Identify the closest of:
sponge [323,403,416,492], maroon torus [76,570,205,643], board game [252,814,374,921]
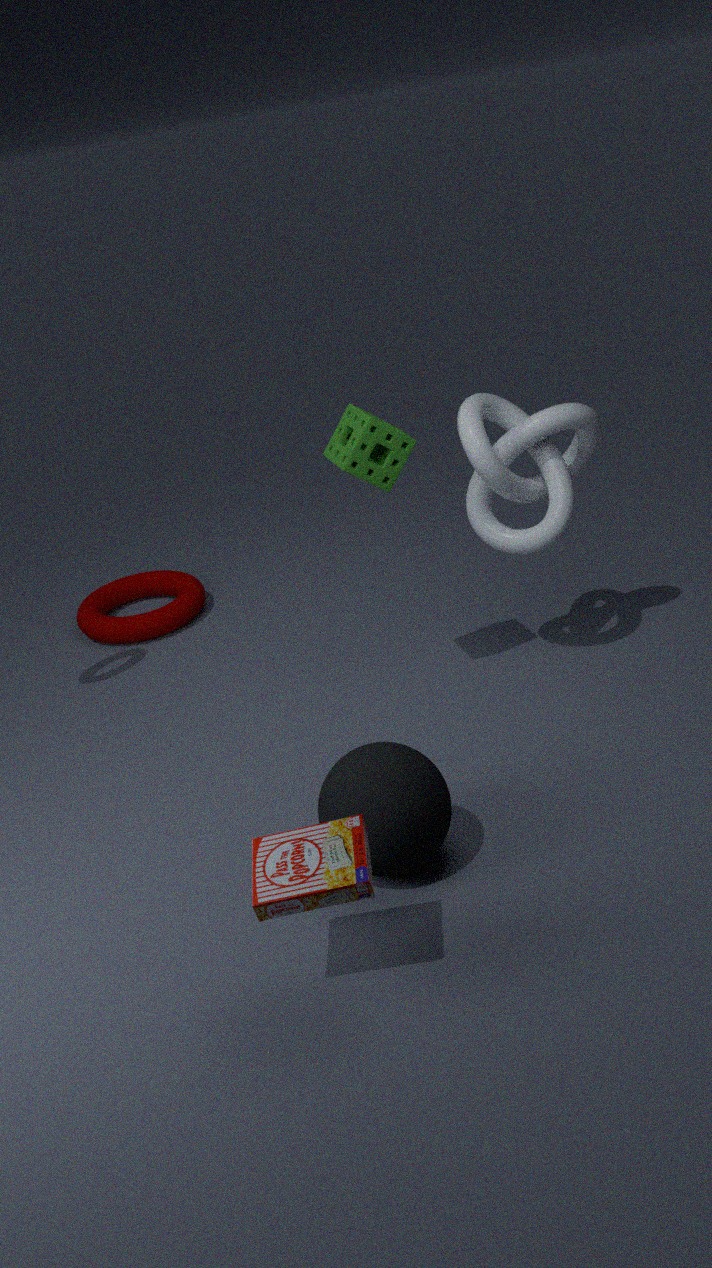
board game [252,814,374,921]
